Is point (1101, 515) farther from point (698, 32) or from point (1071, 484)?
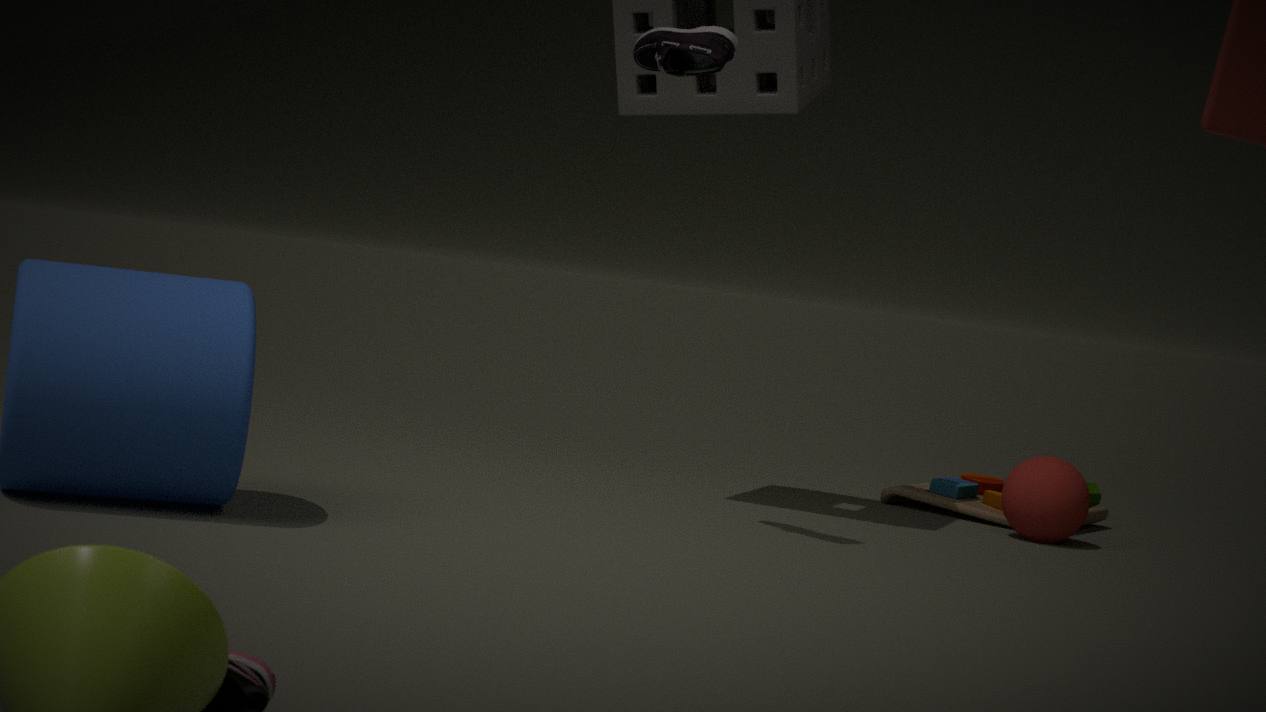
point (698, 32)
